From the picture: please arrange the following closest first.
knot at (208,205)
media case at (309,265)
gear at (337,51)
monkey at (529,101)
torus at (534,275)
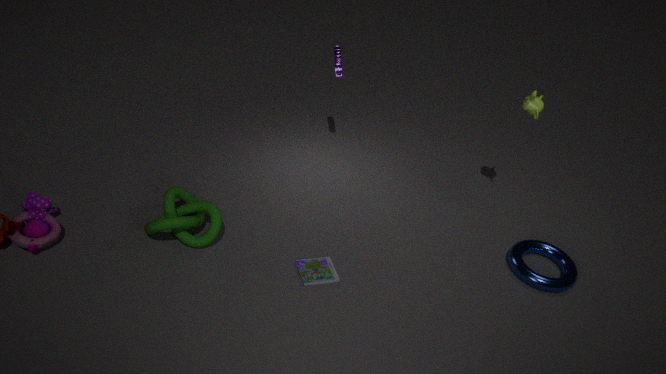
1. knot at (208,205)
2. media case at (309,265)
3. torus at (534,275)
4. monkey at (529,101)
5. gear at (337,51)
